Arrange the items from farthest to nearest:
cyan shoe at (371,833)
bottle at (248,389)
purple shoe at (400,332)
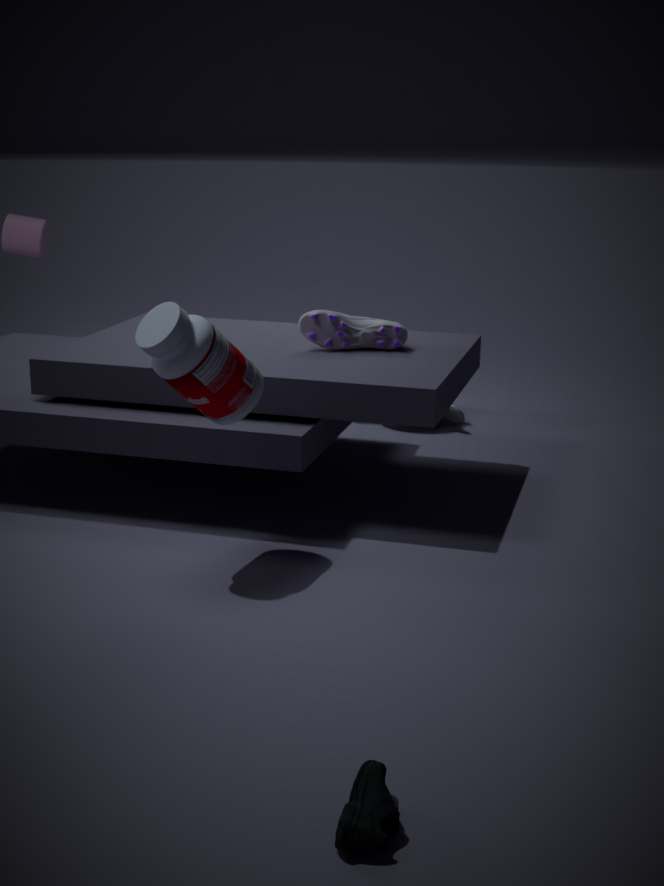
purple shoe at (400,332) → bottle at (248,389) → cyan shoe at (371,833)
